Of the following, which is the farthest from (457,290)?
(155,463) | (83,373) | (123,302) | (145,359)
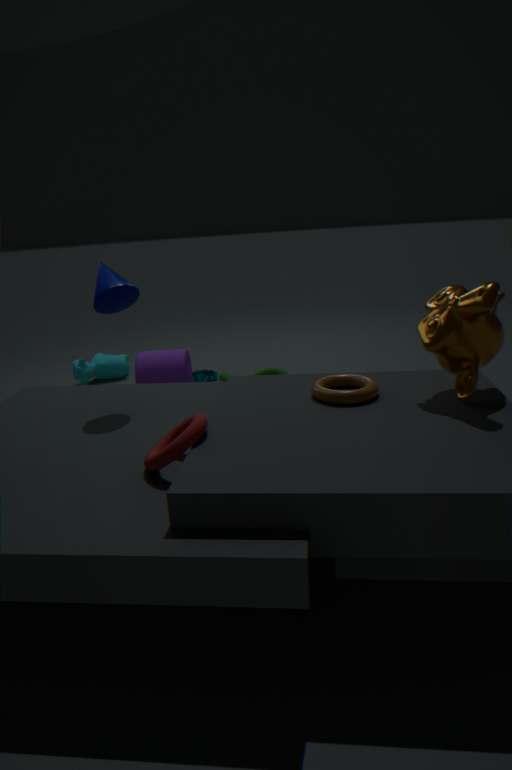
(83,373)
